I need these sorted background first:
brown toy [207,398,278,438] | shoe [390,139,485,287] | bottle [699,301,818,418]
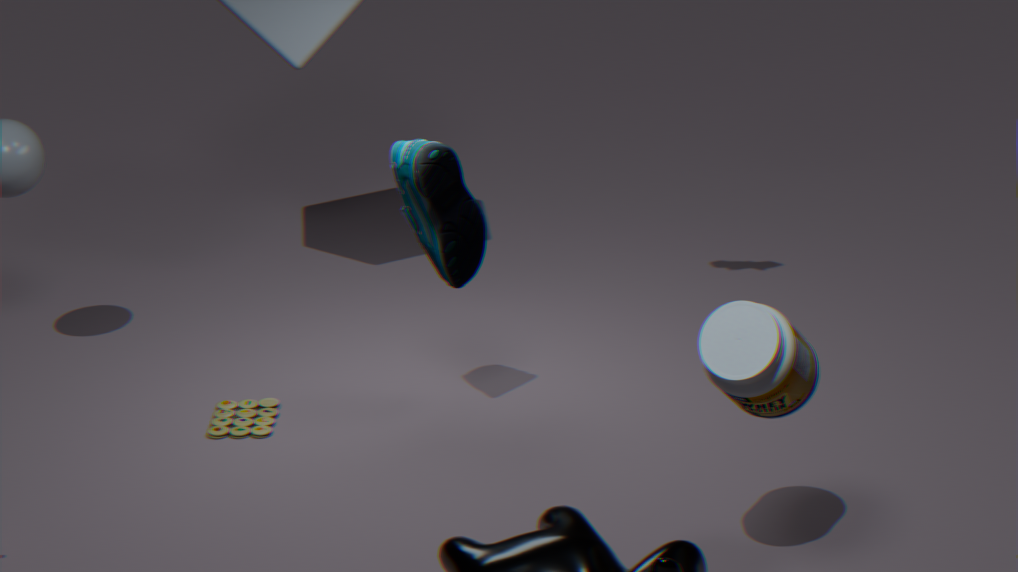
brown toy [207,398,278,438] → shoe [390,139,485,287] → bottle [699,301,818,418]
